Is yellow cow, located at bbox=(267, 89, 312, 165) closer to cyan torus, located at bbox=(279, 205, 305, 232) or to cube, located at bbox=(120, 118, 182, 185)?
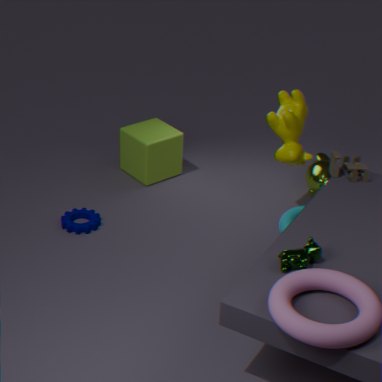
cyan torus, located at bbox=(279, 205, 305, 232)
